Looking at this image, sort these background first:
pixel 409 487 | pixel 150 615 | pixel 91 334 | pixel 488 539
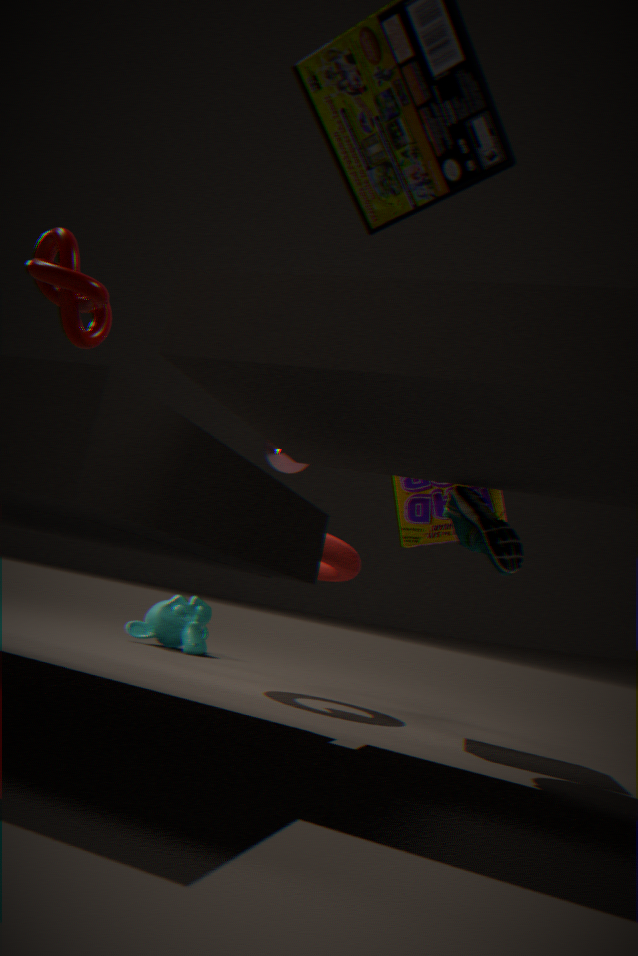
pixel 150 615 → pixel 409 487 → pixel 488 539 → pixel 91 334
